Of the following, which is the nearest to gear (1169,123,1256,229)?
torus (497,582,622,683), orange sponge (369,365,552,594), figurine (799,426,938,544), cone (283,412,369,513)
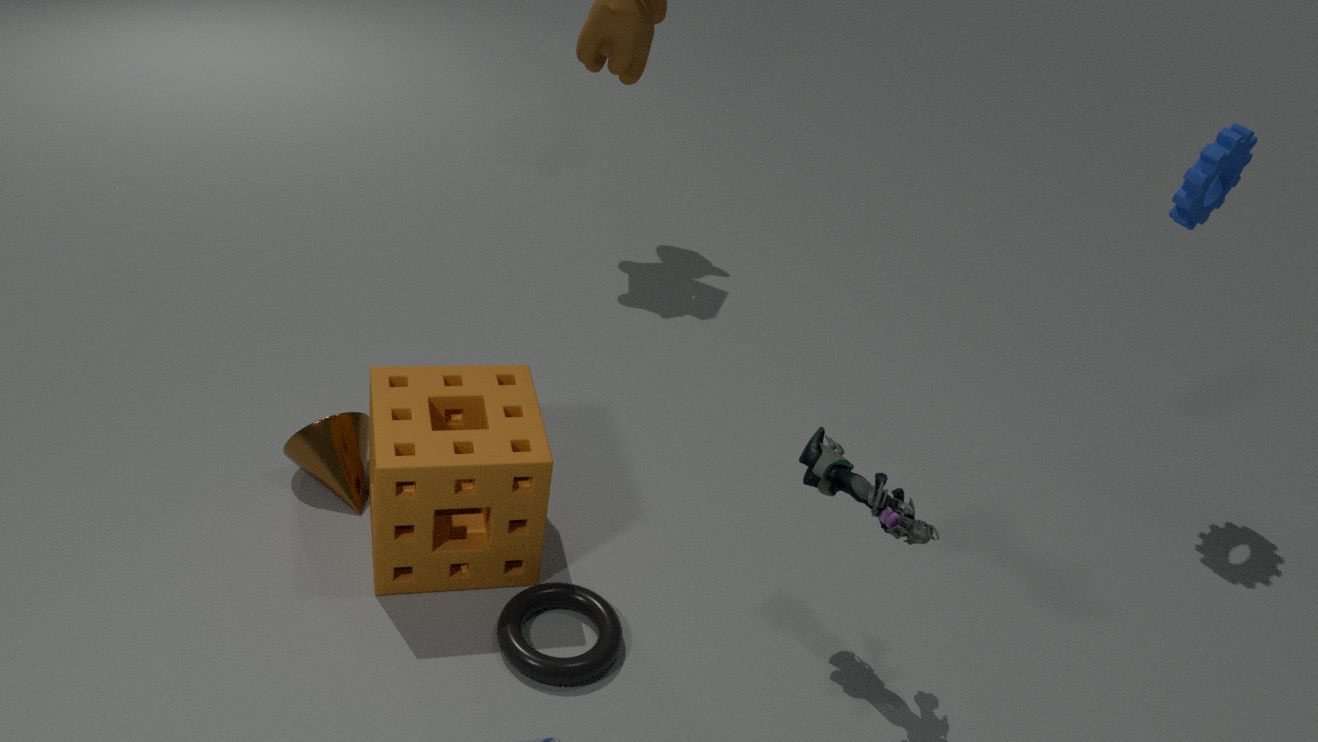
figurine (799,426,938,544)
